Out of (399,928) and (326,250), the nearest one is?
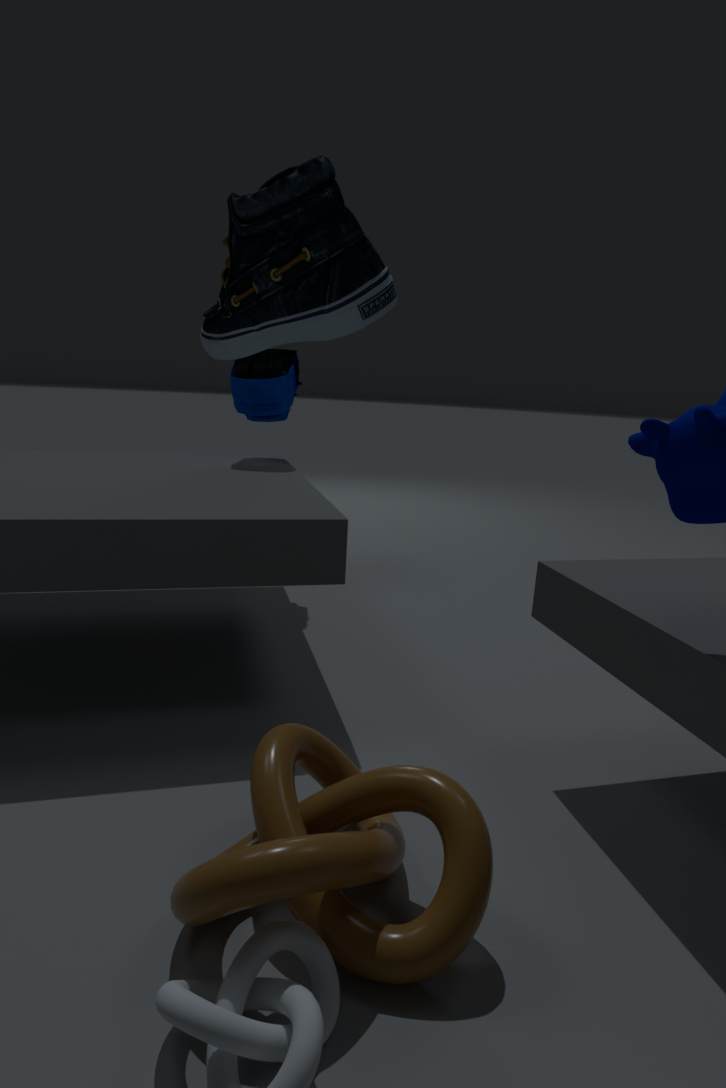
(326,250)
